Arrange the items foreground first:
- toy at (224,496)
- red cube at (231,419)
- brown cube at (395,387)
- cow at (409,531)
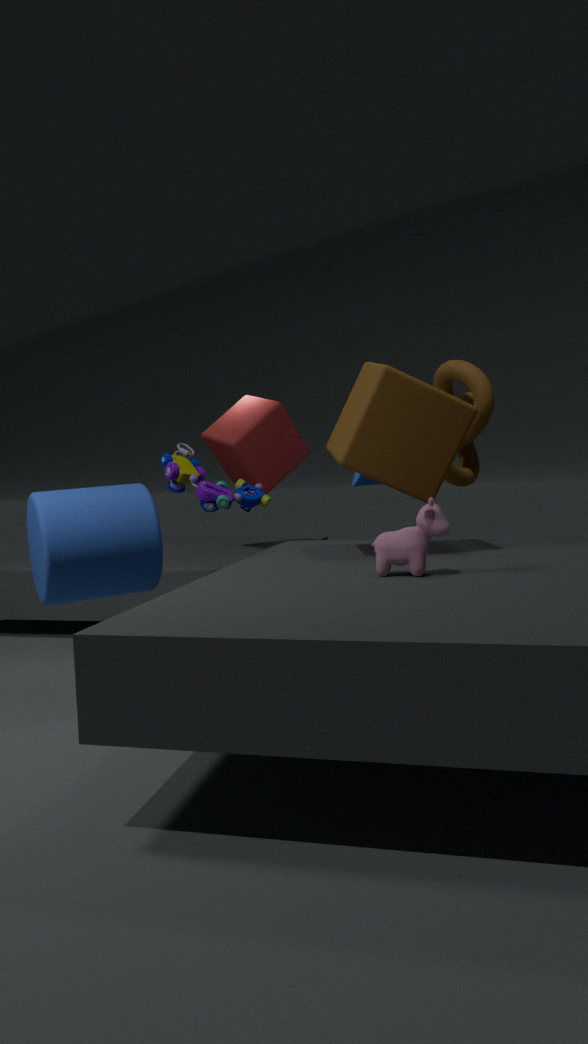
cow at (409,531), brown cube at (395,387), toy at (224,496), red cube at (231,419)
